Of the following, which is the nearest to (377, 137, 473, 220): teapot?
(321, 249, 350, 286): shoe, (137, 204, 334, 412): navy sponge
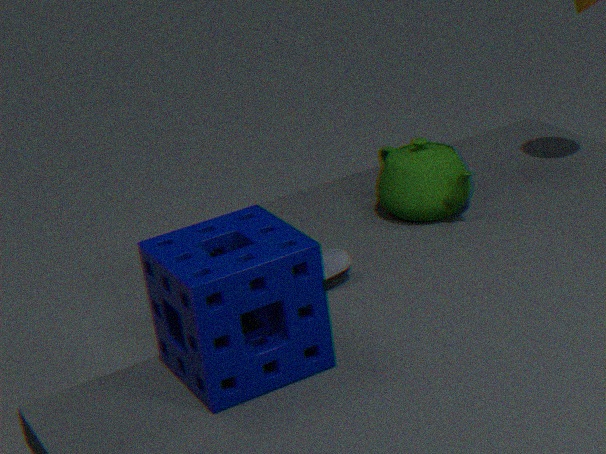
(321, 249, 350, 286): shoe
